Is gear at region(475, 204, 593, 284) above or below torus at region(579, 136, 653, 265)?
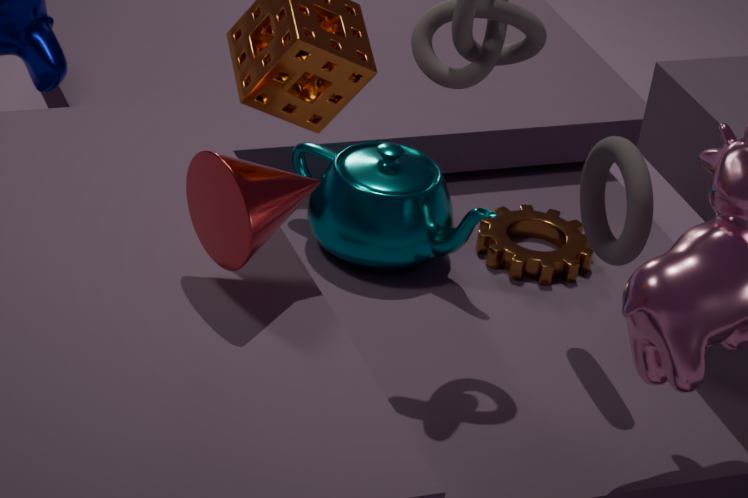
below
